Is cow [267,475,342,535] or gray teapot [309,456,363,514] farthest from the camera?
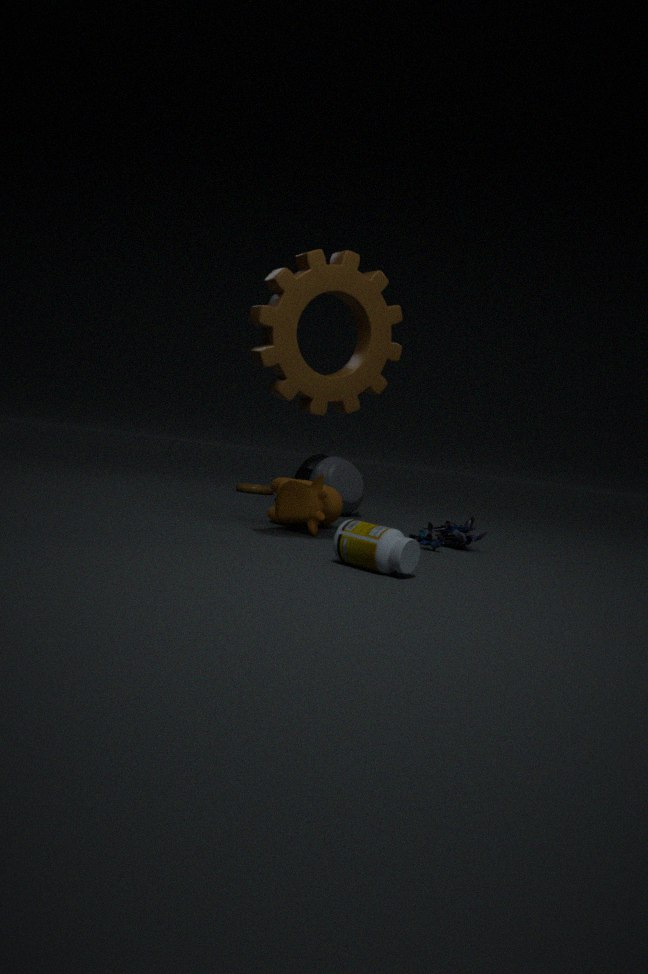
gray teapot [309,456,363,514]
